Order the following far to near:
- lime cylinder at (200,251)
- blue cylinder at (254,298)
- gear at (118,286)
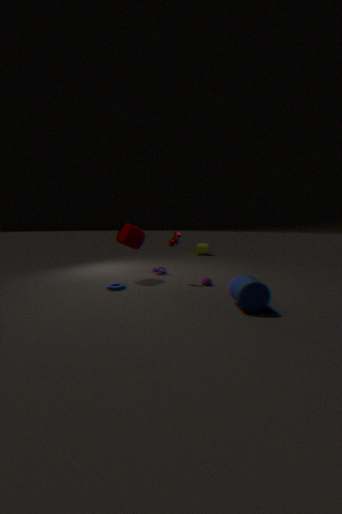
1. lime cylinder at (200,251)
2. gear at (118,286)
3. blue cylinder at (254,298)
